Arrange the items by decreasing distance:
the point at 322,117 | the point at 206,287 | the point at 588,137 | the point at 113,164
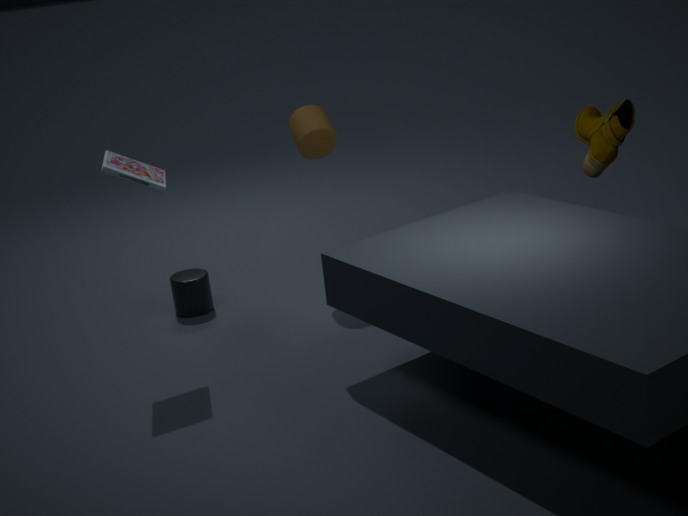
1. the point at 206,287
2. the point at 322,117
3. the point at 588,137
4. the point at 113,164
